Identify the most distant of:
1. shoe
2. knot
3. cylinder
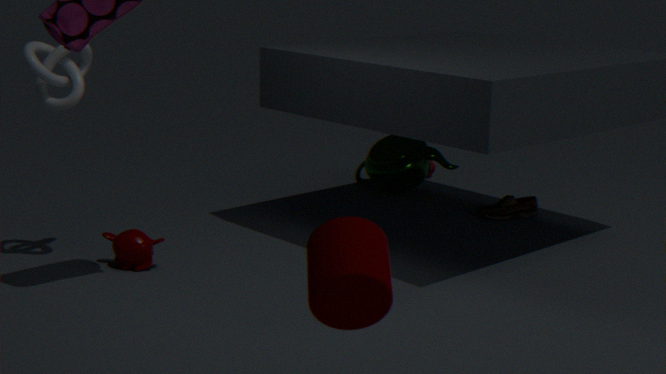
shoe
